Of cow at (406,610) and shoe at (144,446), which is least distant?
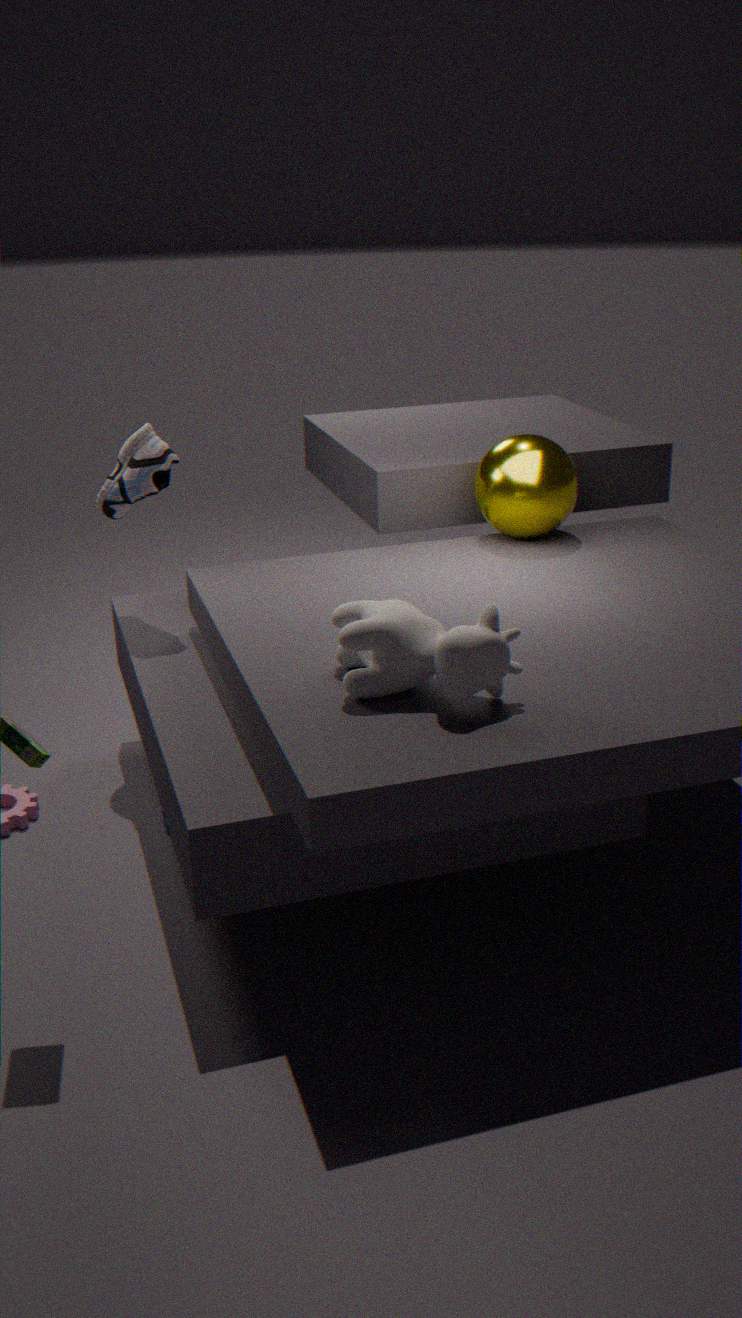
cow at (406,610)
